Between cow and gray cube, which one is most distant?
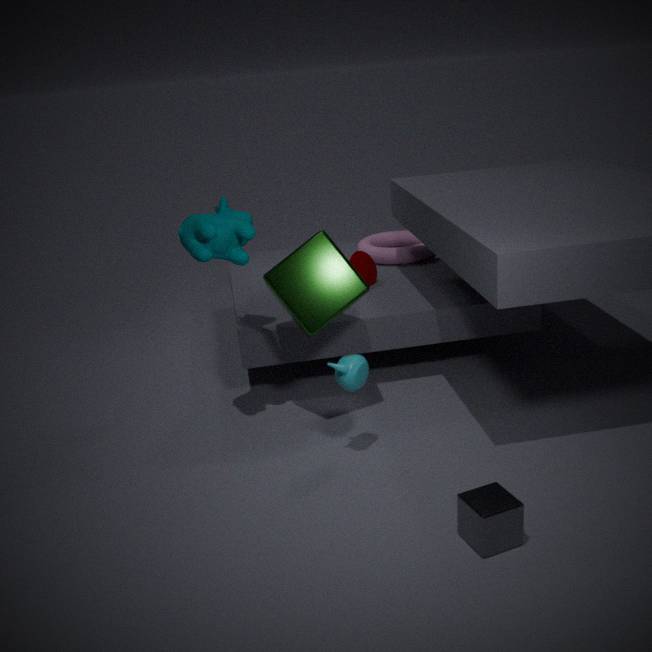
cow
